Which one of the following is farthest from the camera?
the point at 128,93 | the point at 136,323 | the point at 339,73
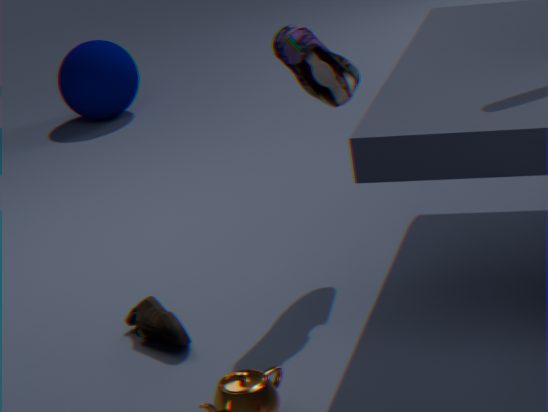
the point at 128,93
